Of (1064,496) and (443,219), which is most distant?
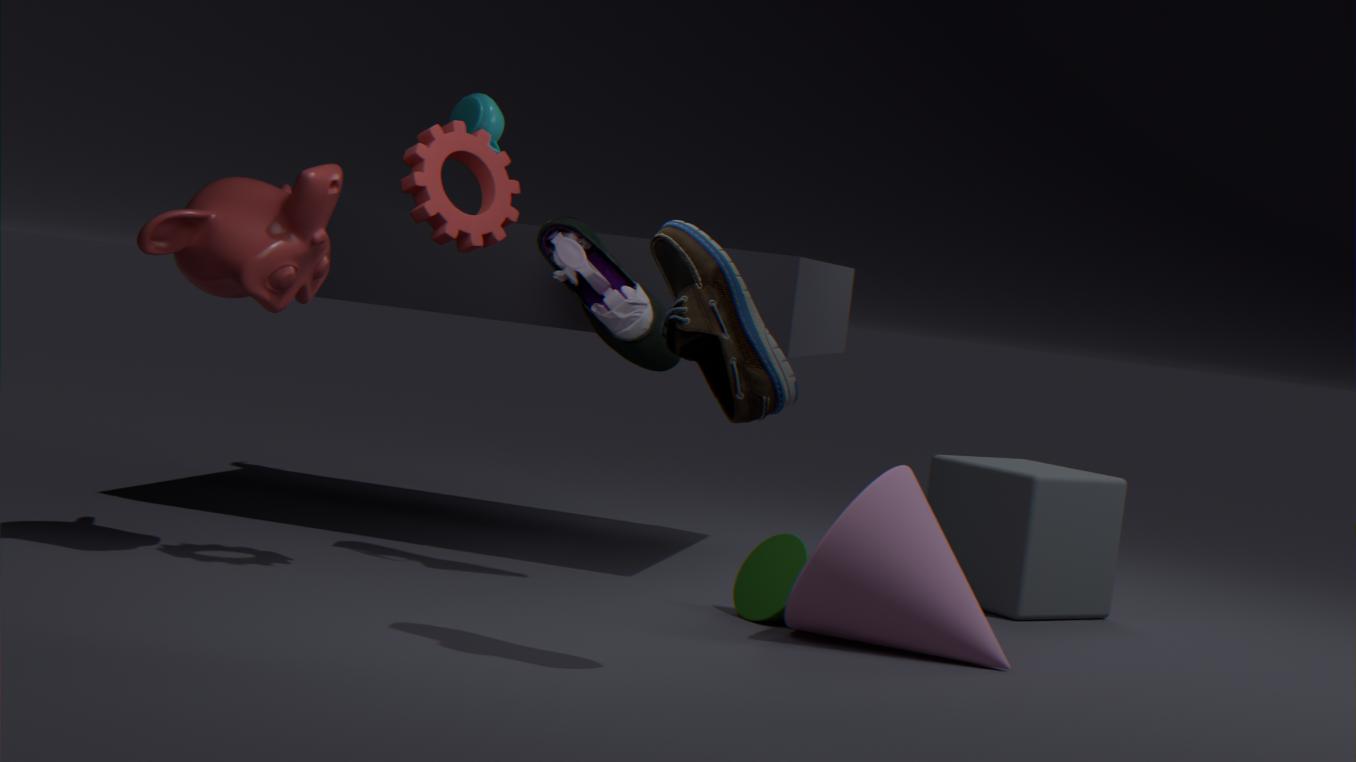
(1064,496)
